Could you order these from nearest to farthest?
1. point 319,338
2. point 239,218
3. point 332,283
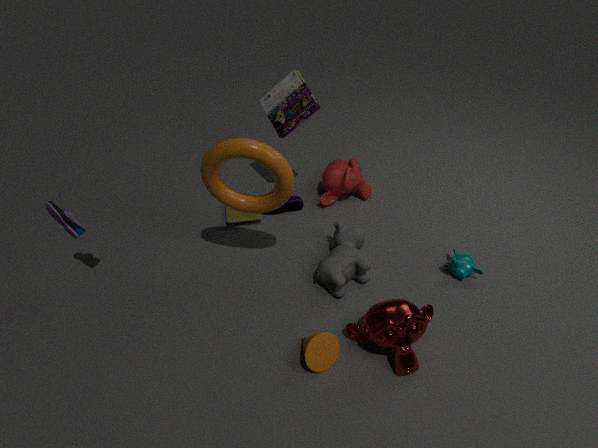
point 319,338 → point 332,283 → point 239,218
